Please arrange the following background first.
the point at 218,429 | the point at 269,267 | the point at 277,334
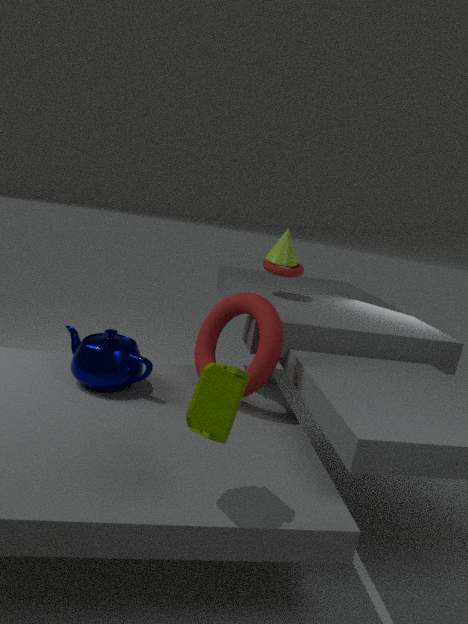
the point at 269,267 < the point at 277,334 < the point at 218,429
